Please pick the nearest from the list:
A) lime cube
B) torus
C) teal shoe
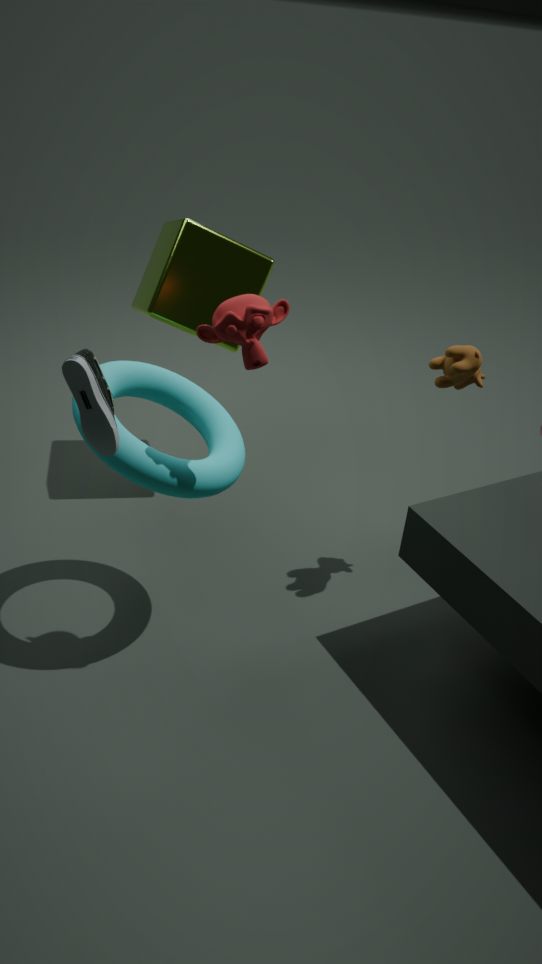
teal shoe
